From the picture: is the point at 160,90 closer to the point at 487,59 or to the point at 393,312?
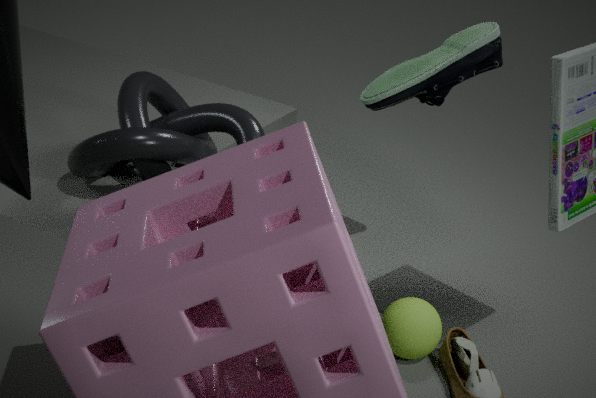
the point at 487,59
